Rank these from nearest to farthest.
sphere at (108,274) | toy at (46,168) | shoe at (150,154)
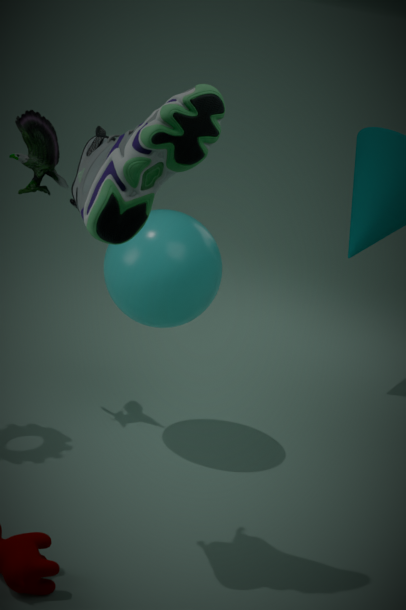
shoe at (150,154) < sphere at (108,274) < toy at (46,168)
